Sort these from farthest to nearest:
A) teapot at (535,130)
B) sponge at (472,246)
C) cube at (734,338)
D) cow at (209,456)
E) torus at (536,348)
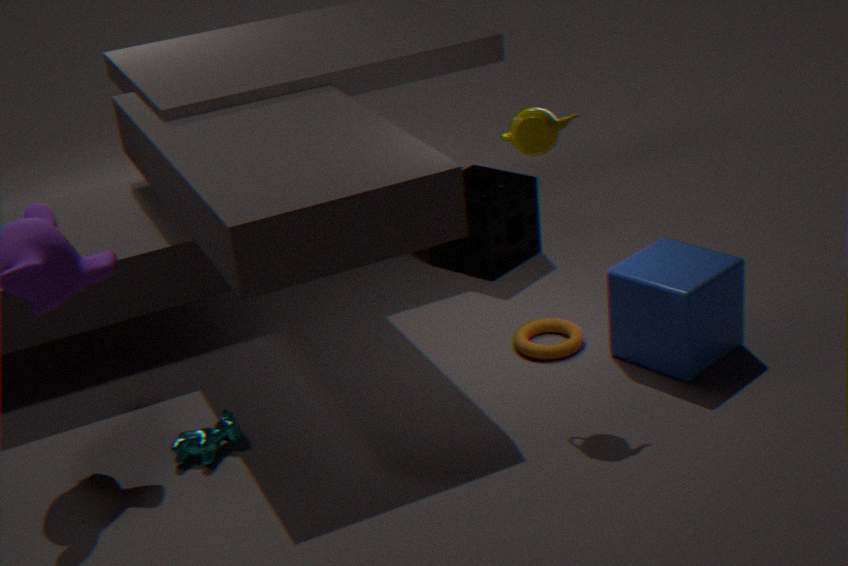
sponge at (472,246) → torus at (536,348) → cube at (734,338) → cow at (209,456) → teapot at (535,130)
